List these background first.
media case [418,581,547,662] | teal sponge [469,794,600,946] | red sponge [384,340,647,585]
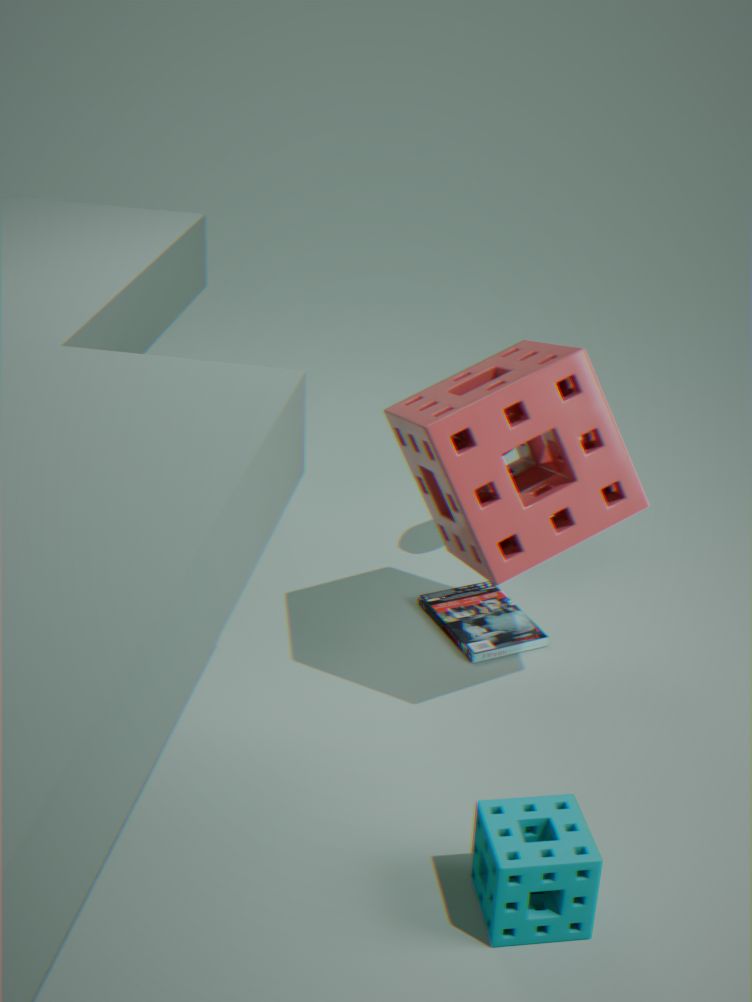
media case [418,581,547,662] < red sponge [384,340,647,585] < teal sponge [469,794,600,946]
